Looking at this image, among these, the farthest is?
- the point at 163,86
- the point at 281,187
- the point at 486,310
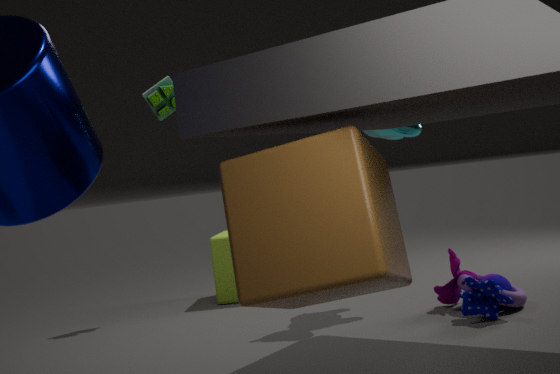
the point at 163,86
